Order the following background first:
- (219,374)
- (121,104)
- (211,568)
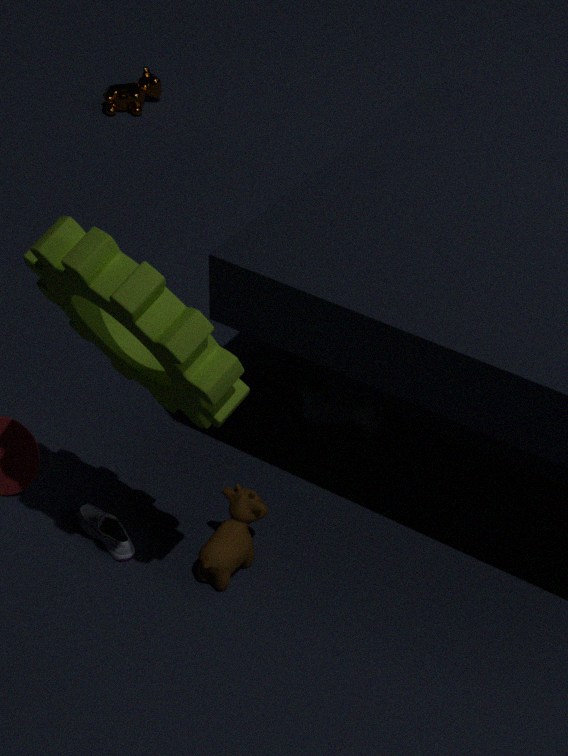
(121,104) < (211,568) < (219,374)
